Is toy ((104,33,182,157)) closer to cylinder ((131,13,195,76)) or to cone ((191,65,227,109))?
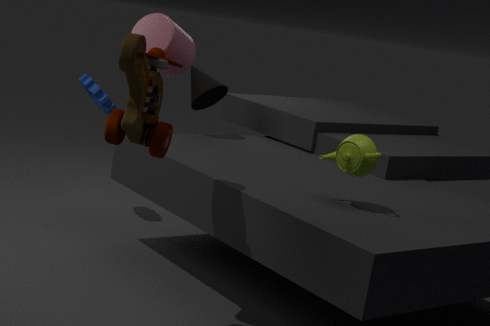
cylinder ((131,13,195,76))
